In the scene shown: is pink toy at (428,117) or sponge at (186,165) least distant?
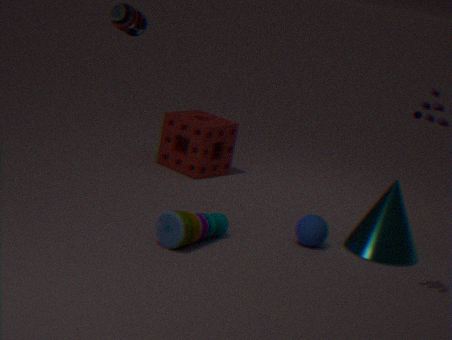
pink toy at (428,117)
